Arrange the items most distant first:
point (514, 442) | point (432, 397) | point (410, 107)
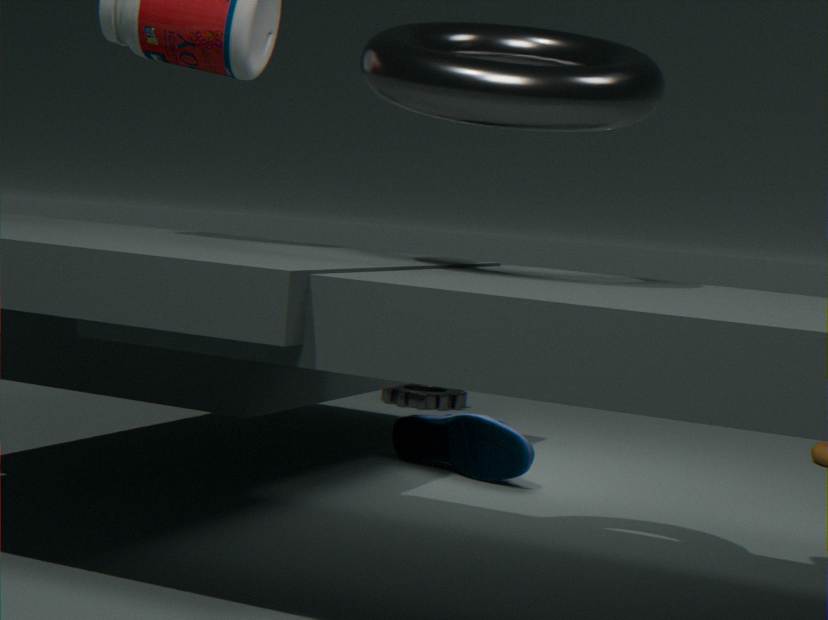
point (432, 397) < point (514, 442) < point (410, 107)
